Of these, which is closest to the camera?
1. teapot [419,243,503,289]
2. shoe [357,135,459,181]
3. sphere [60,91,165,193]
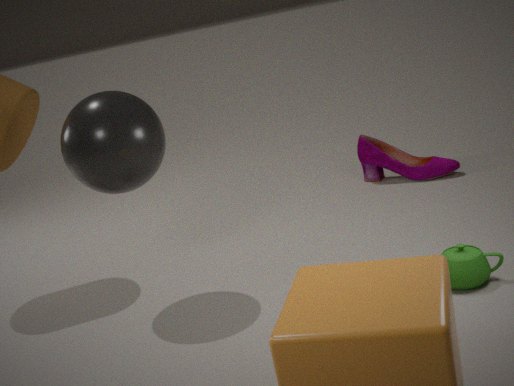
teapot [419,243,503,289]
